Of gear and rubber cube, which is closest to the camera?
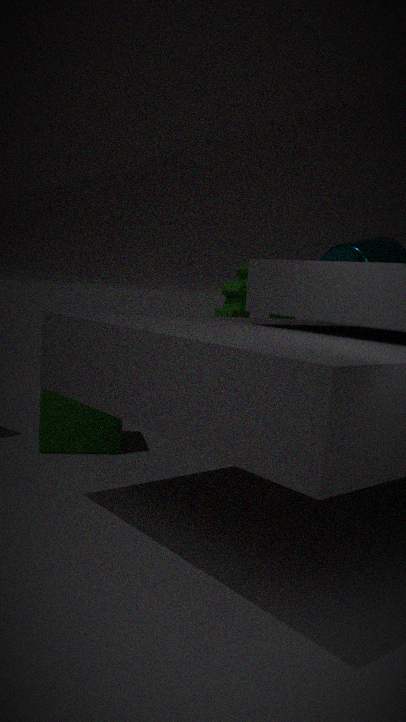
rubber cube
